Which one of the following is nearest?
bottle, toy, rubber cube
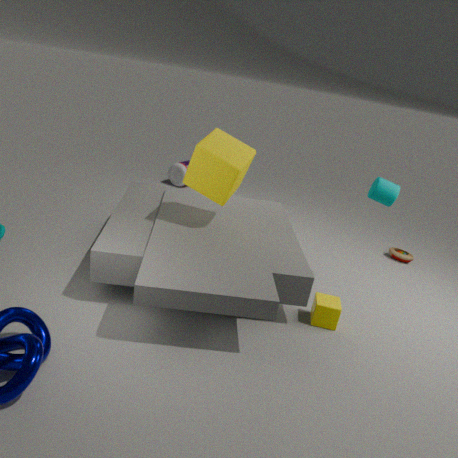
rubber cube
